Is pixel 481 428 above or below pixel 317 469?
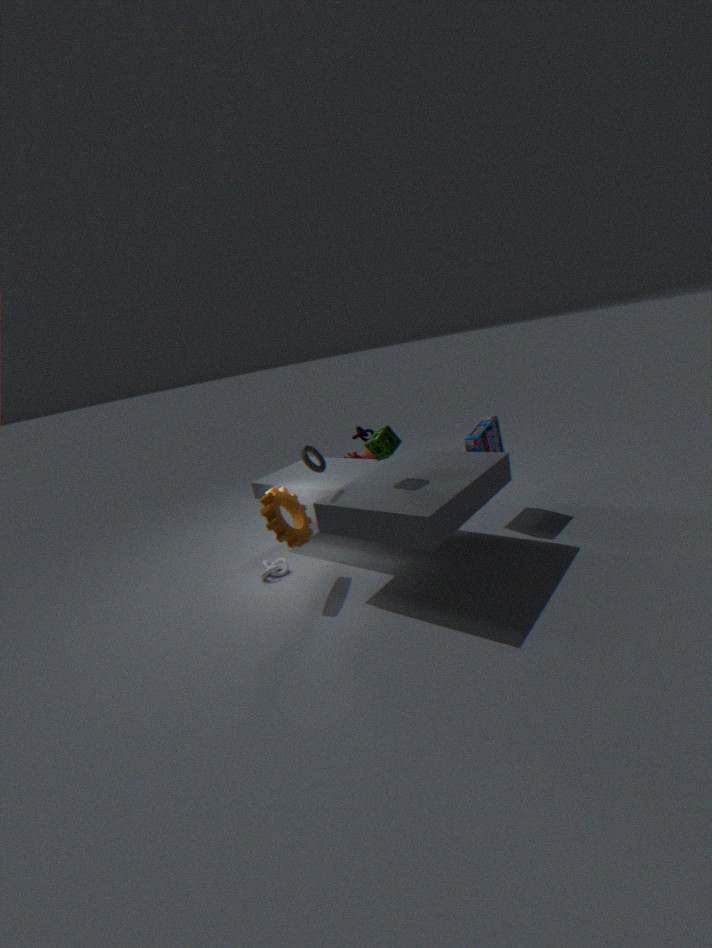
below
